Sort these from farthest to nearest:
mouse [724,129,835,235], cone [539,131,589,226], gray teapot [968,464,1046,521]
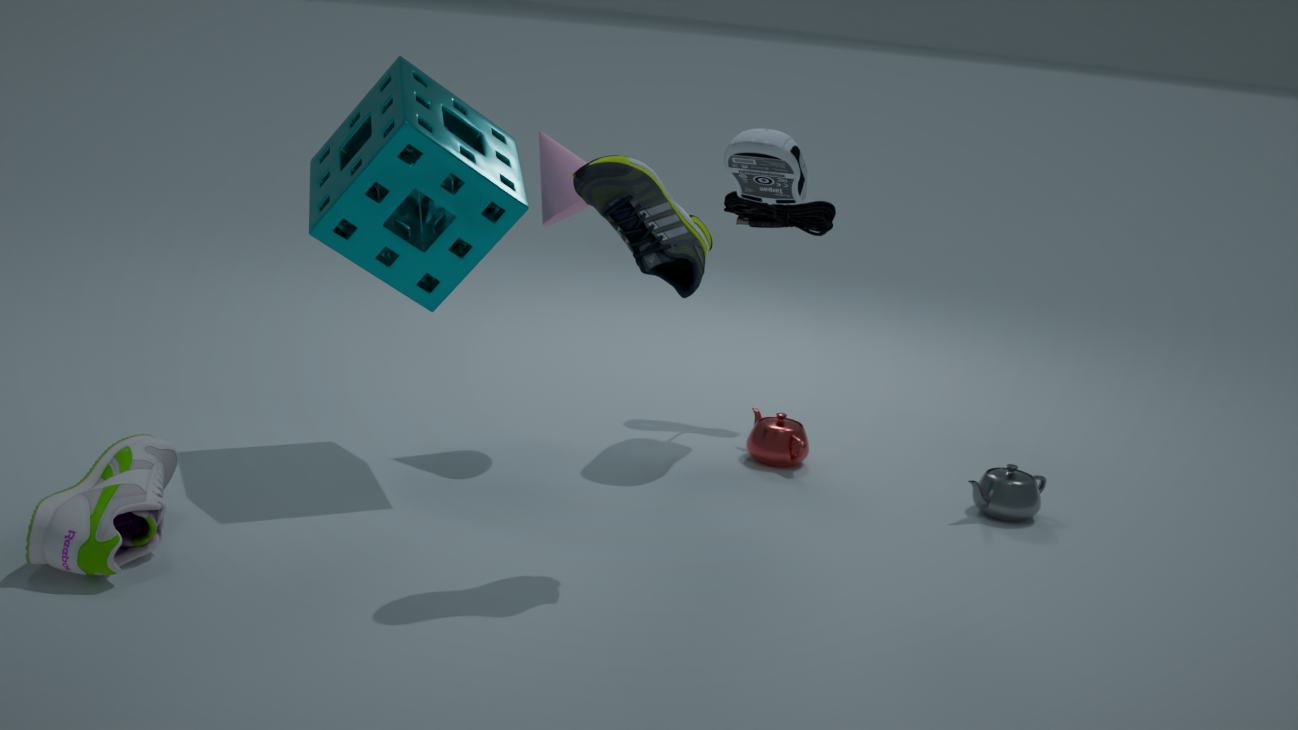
mouse [724,129,835,235]
cone [539,131,589,226]
gray teapot [968,464,1046,521]
